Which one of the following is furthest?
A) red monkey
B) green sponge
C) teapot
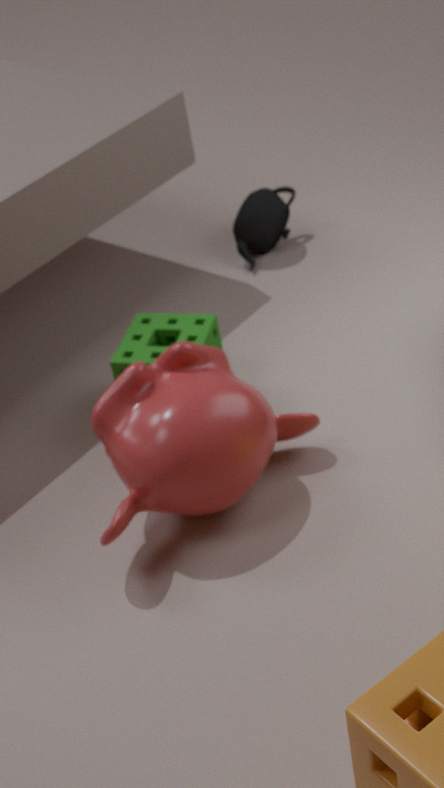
teapot
